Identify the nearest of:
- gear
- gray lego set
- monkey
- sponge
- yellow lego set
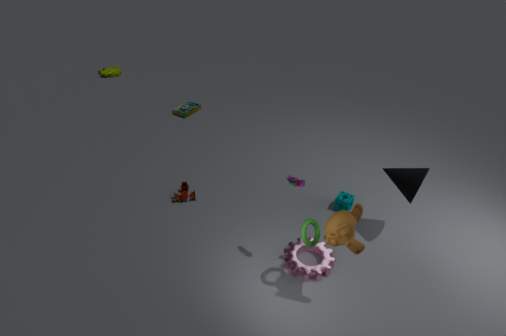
monkey
